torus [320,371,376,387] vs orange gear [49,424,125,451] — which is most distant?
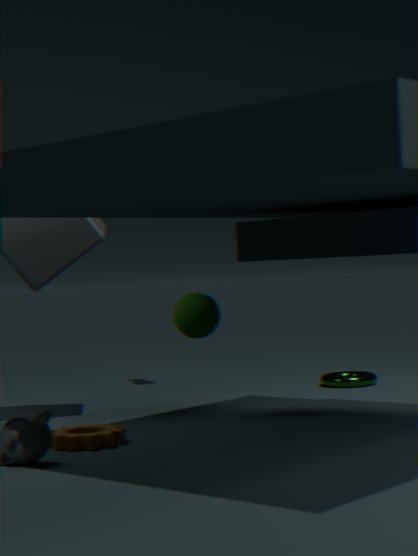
torus [320,371,376,387]
